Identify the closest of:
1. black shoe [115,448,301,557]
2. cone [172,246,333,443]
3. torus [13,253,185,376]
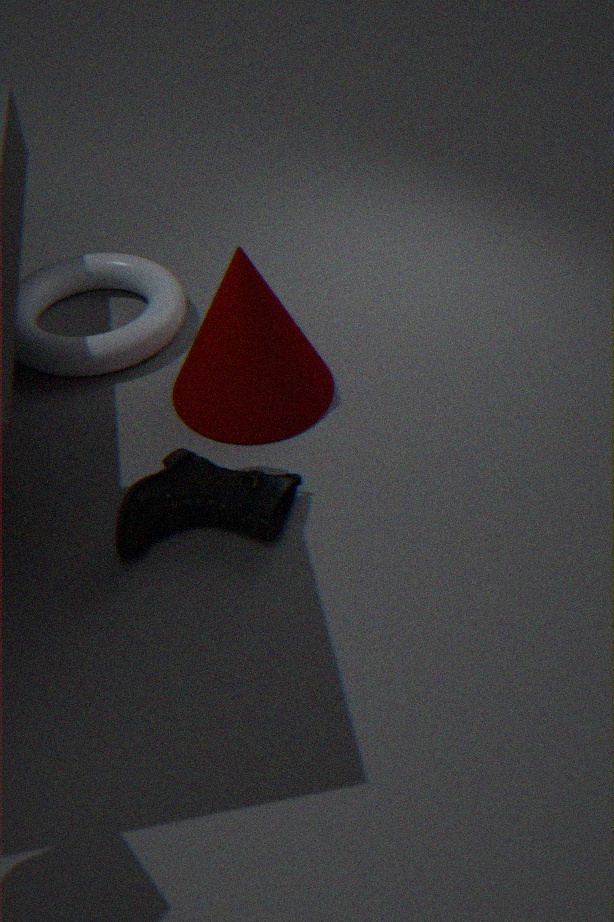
black shoe [115,448,301,557]
